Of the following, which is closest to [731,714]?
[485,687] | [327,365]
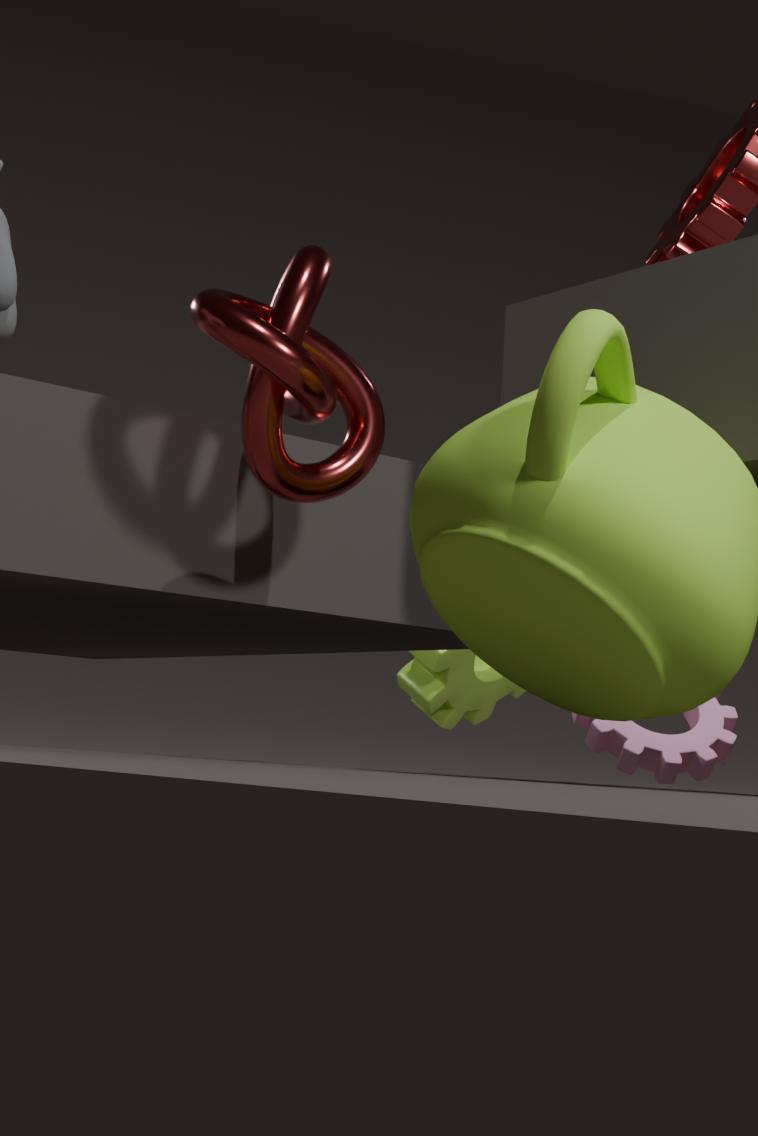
[485,687]
